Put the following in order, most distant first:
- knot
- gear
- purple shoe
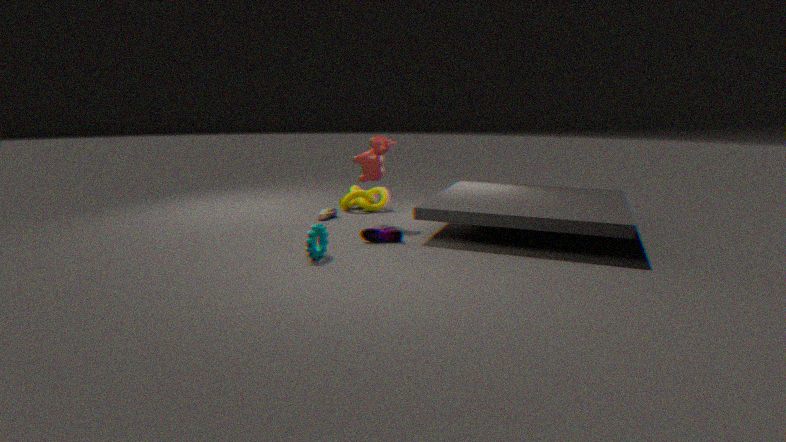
knot < purple shoe < gear
